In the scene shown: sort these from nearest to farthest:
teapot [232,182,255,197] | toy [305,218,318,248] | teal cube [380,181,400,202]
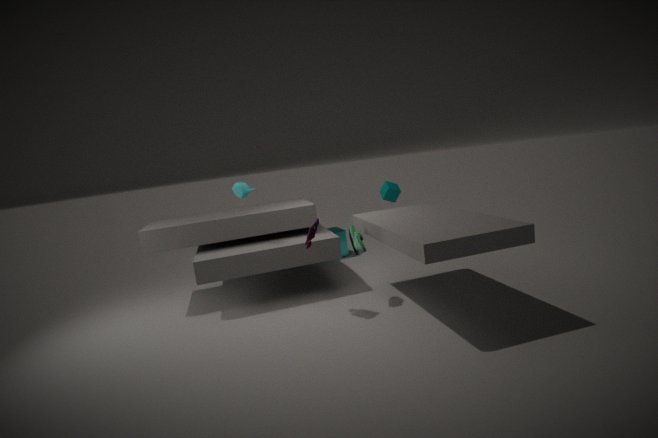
1. toy [305,218,318,248]
2. teapot [232,182,255,197]
3. teal cube [380,181,400,202]
